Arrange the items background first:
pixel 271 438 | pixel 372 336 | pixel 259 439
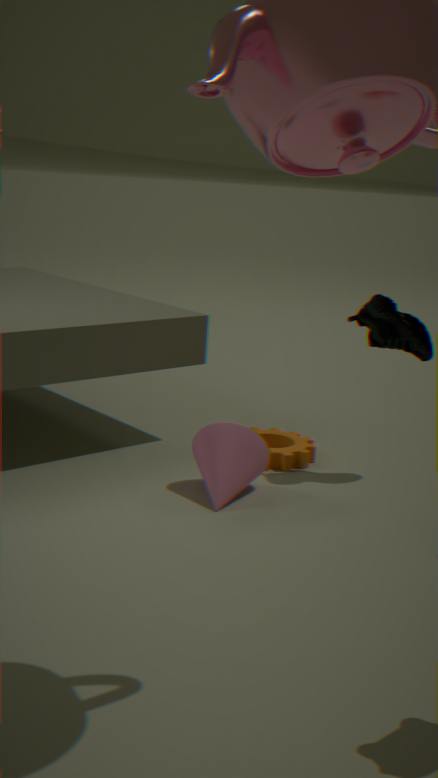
pixel 271 438, pixel 372 336, pixel 259 439
